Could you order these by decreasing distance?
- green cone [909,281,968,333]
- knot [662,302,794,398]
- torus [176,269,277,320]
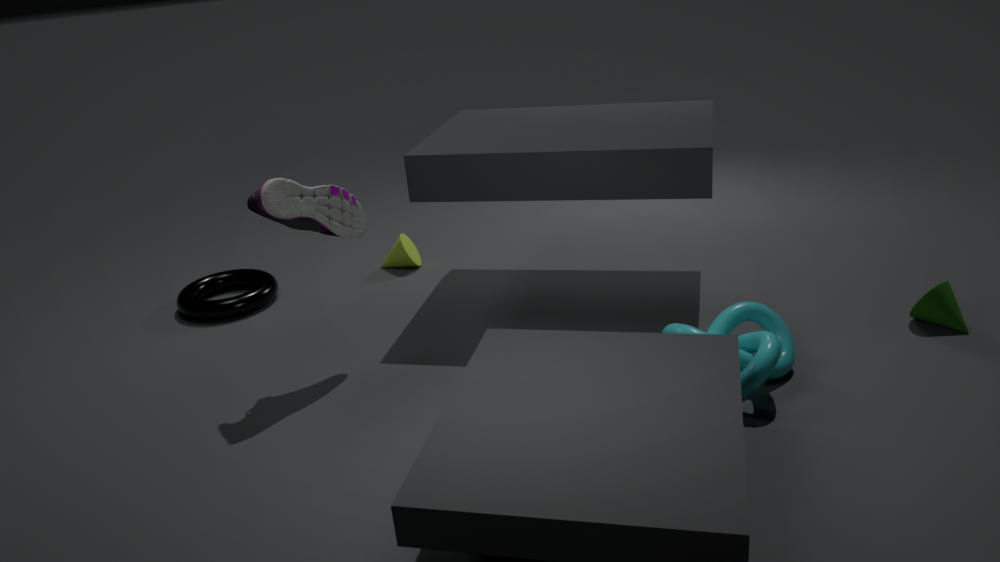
1. torus [176,269,277,320]
2. green cone [909,281,968,333]
3. knot [662,302,794,398]
